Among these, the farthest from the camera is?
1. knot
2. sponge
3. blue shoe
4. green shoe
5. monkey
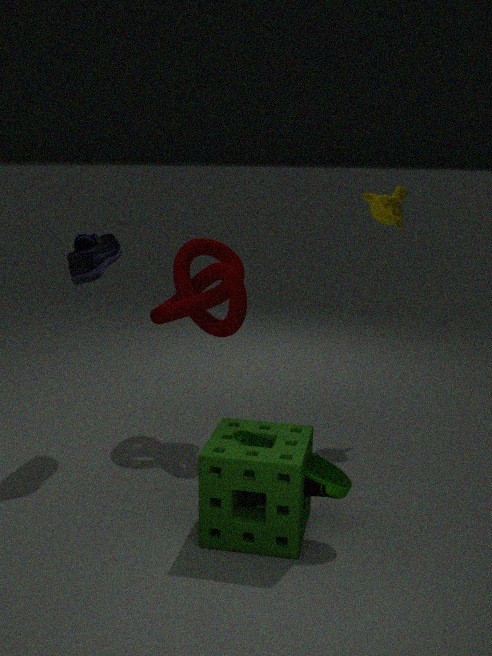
monkey
